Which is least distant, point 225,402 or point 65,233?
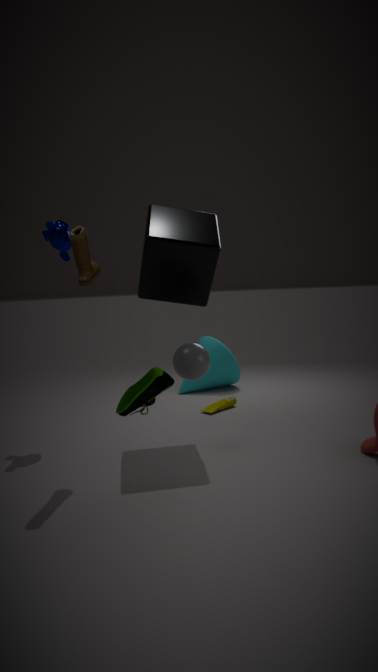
point 65,233
